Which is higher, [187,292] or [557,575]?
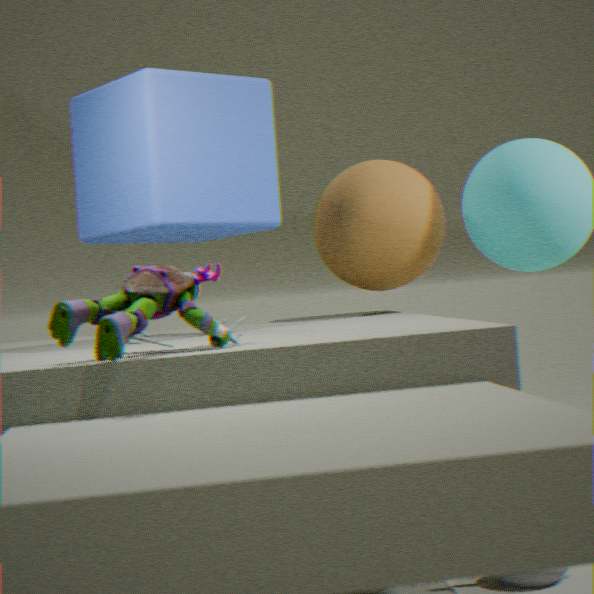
[187,292]
